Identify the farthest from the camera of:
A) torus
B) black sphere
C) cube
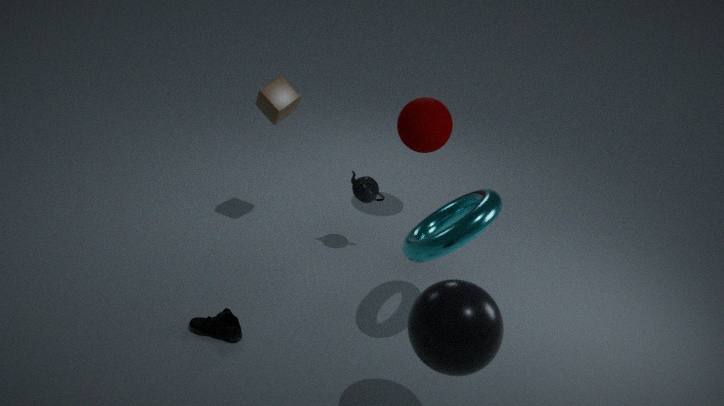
cube
